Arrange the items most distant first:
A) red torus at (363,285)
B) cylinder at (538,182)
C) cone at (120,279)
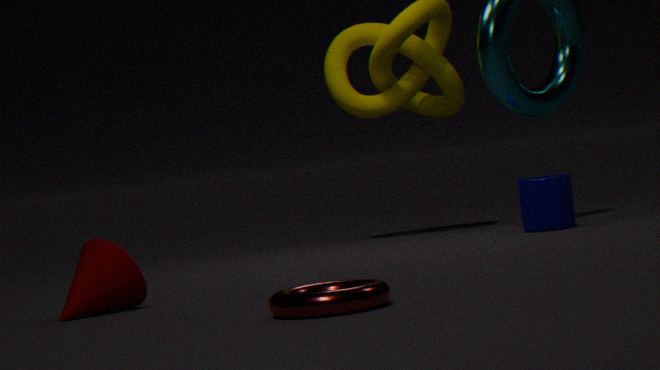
cylinder at (538,182)
cone at (120,279)
red torus at (363,285)
